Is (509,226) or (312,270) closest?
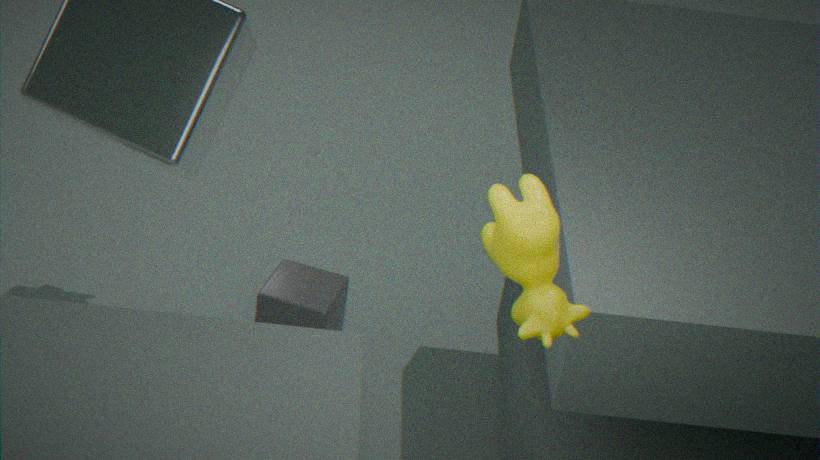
(509,226)
